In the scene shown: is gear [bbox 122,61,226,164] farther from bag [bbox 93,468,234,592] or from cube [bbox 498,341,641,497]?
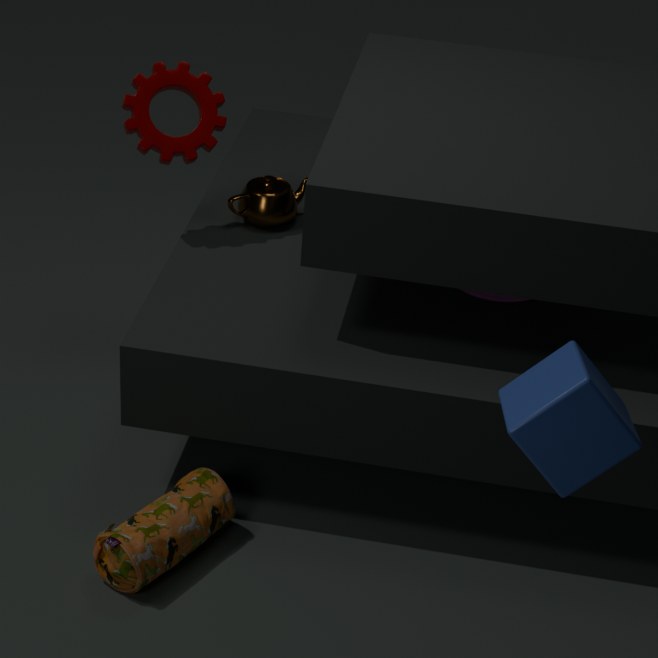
cube [bbox 498,341,641,497]
